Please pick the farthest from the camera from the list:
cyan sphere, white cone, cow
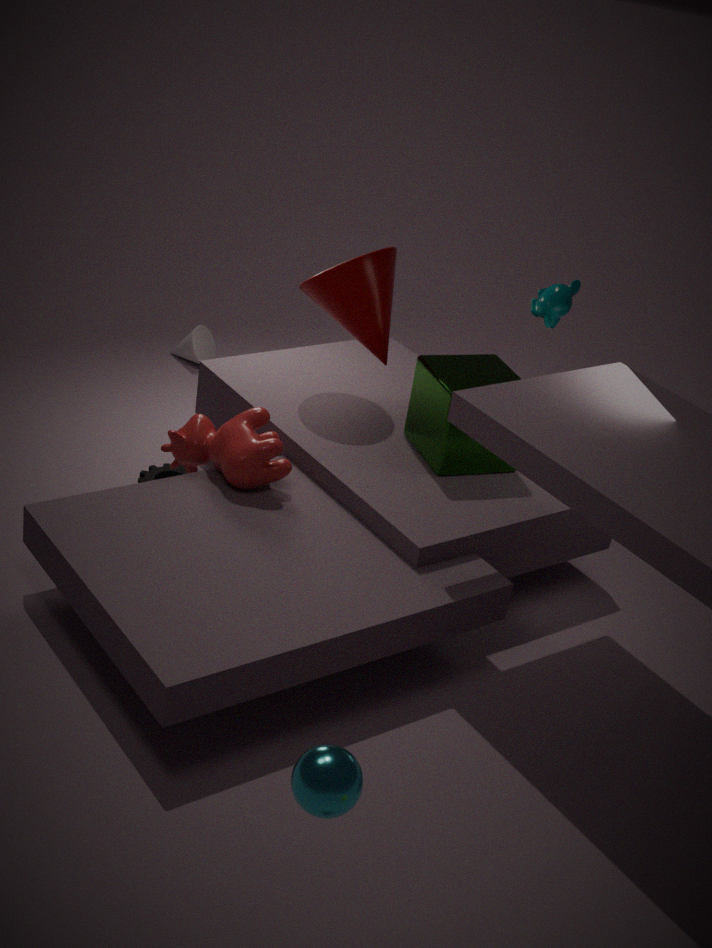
white cone
